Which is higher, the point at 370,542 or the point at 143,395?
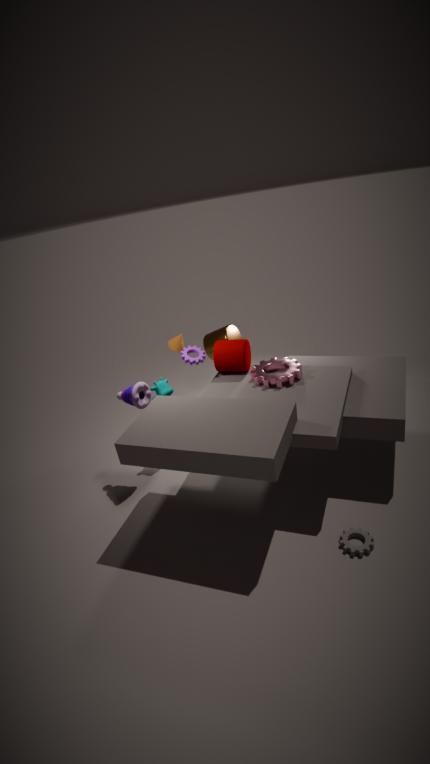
the point at 143,395
